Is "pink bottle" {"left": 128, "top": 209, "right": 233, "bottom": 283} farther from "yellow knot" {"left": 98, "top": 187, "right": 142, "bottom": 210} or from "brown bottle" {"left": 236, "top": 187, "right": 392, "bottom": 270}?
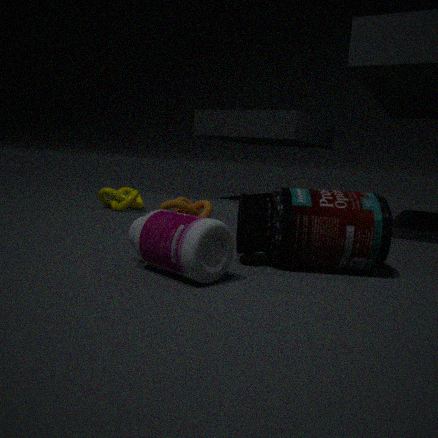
"yellow knot" {"left": 98, "top": 187, "right": 142, "bottom": 210}
